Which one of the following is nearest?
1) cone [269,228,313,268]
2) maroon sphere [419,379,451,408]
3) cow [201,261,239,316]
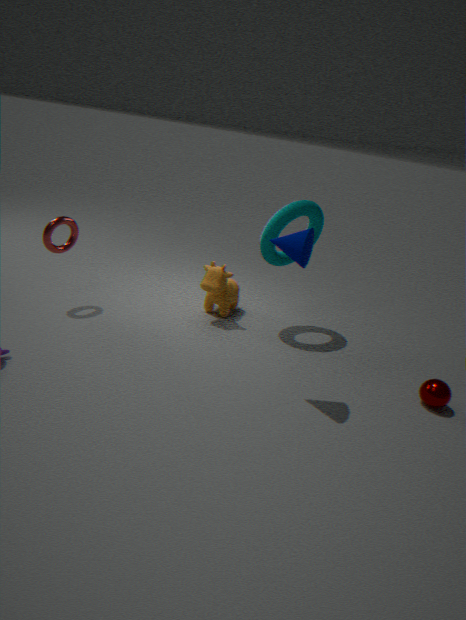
1. cone [269,228,313,268]
